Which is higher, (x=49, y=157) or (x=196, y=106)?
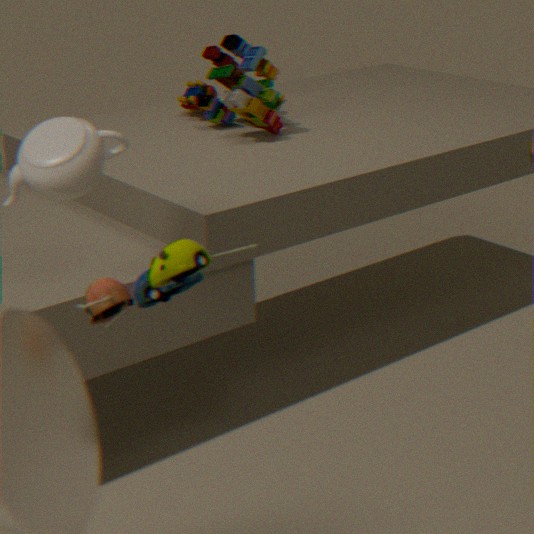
(x=49, y=157)
